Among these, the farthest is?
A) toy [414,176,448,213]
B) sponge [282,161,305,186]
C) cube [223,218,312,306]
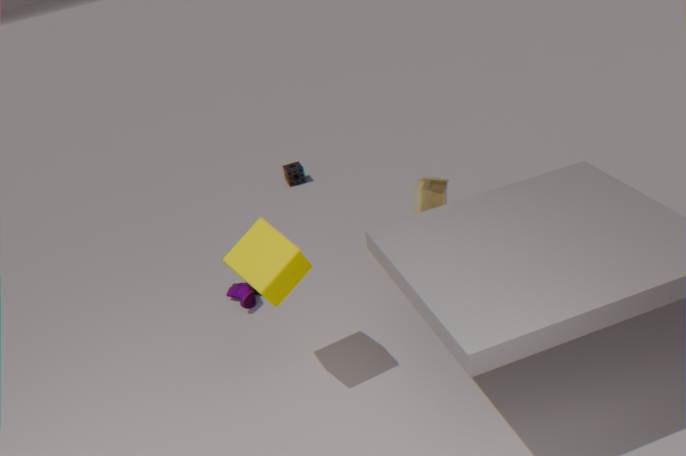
sponge [282,161,305,186]
